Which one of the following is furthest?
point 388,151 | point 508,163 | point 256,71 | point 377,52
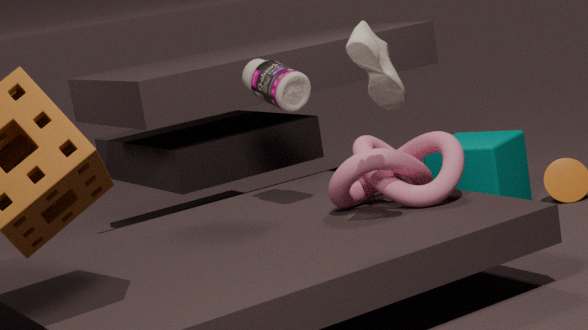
point 508,163
